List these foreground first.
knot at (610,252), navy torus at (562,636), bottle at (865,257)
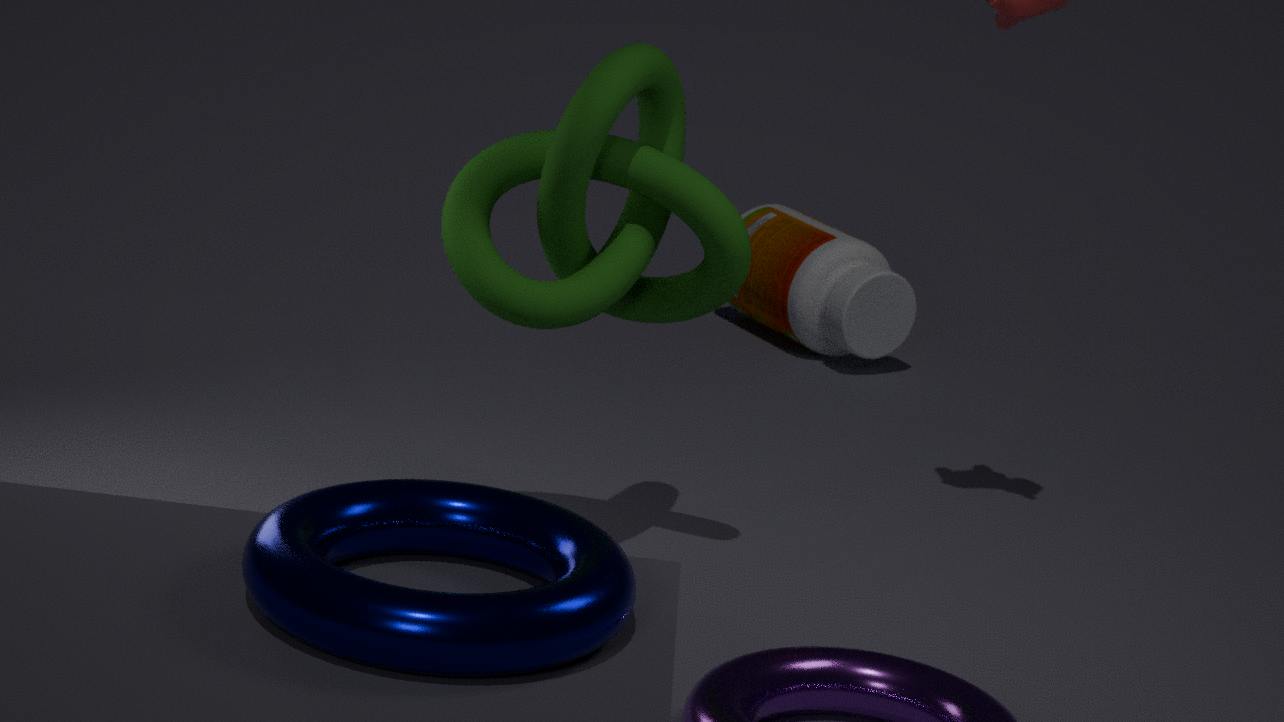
navy torus at (562,636) → knot at (610,252) → bottle at (865,257)
